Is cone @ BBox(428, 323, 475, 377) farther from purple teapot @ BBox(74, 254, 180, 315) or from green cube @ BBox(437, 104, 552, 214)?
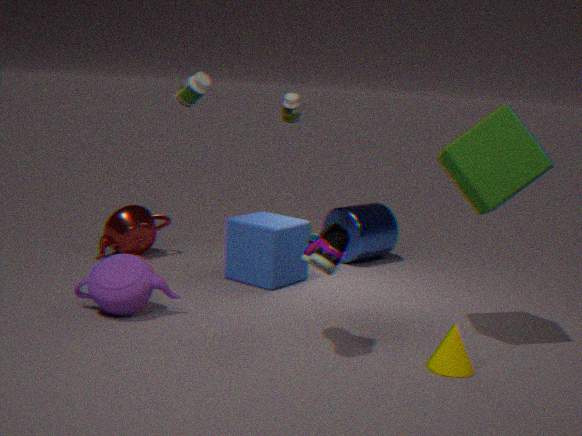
purple teapot @ BBox(74, 254, 180, 315)
